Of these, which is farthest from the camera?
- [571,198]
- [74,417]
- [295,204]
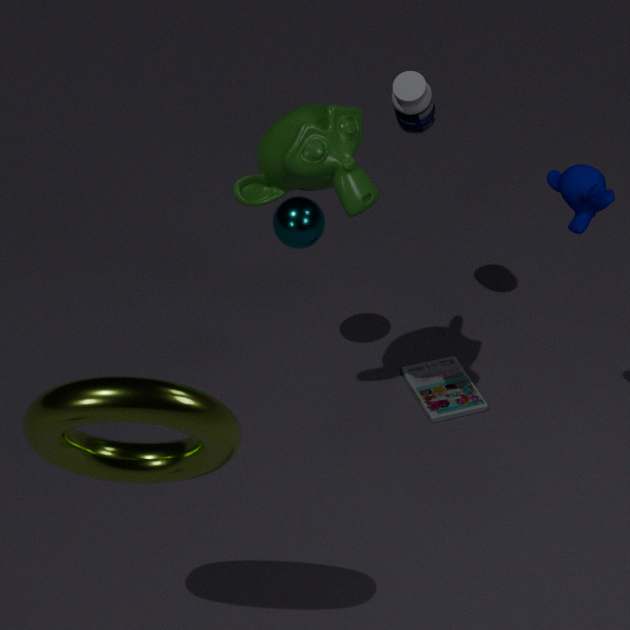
[295,204]
